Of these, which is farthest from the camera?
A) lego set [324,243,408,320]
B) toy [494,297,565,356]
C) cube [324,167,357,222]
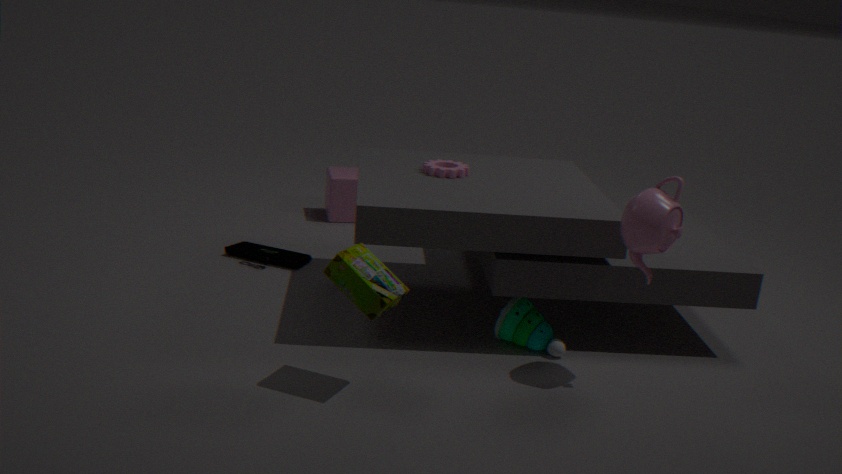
cube [324,167,357,222]
